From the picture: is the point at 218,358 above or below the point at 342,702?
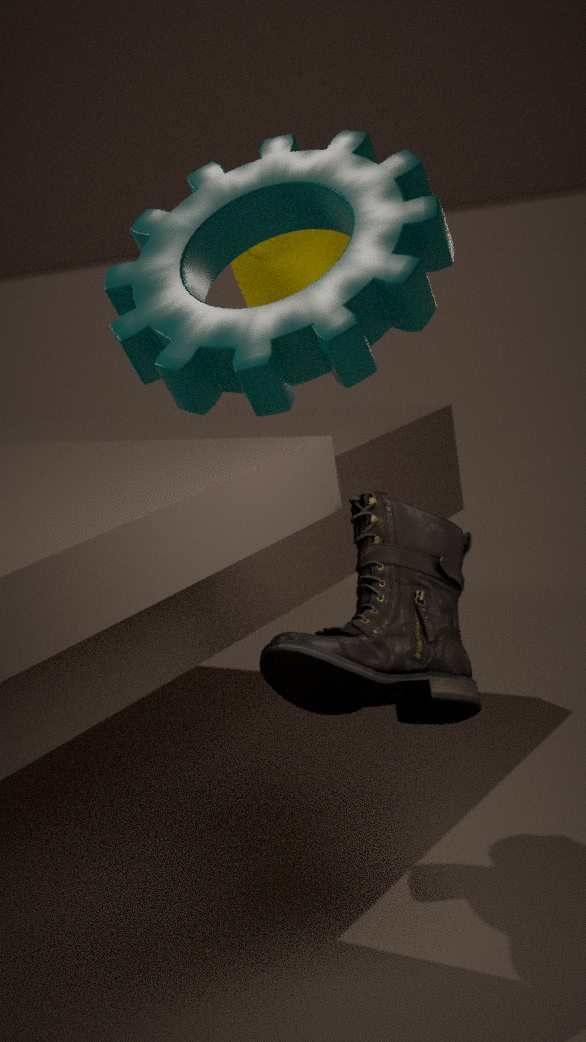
above
